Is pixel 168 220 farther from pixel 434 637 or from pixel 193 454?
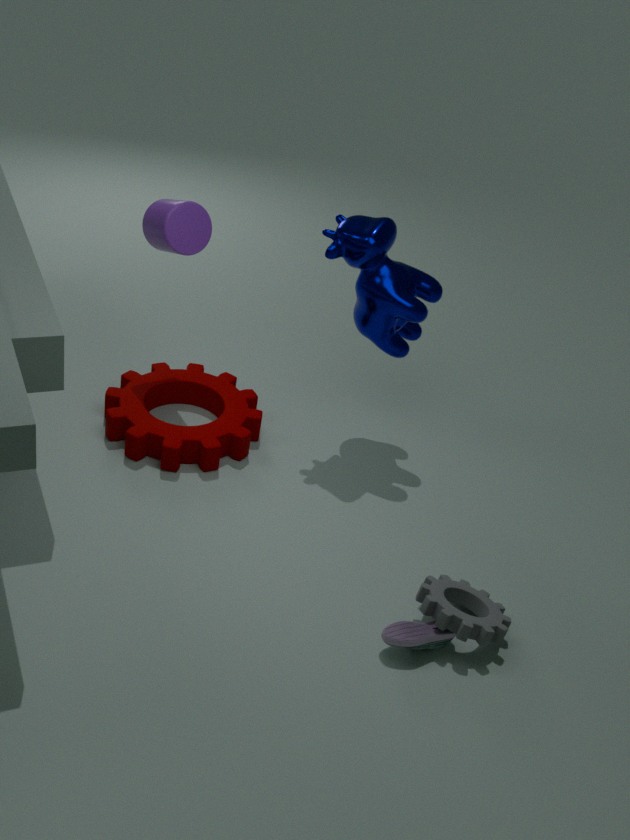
pixel 434 637
